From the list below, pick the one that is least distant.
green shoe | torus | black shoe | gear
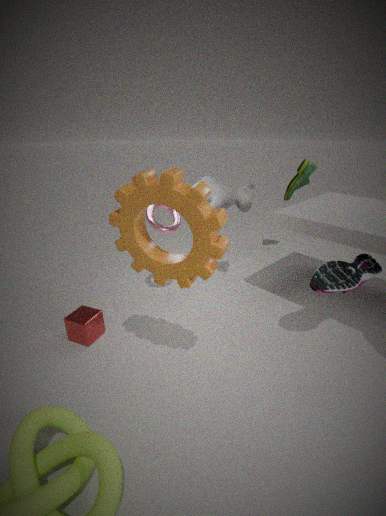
gear
